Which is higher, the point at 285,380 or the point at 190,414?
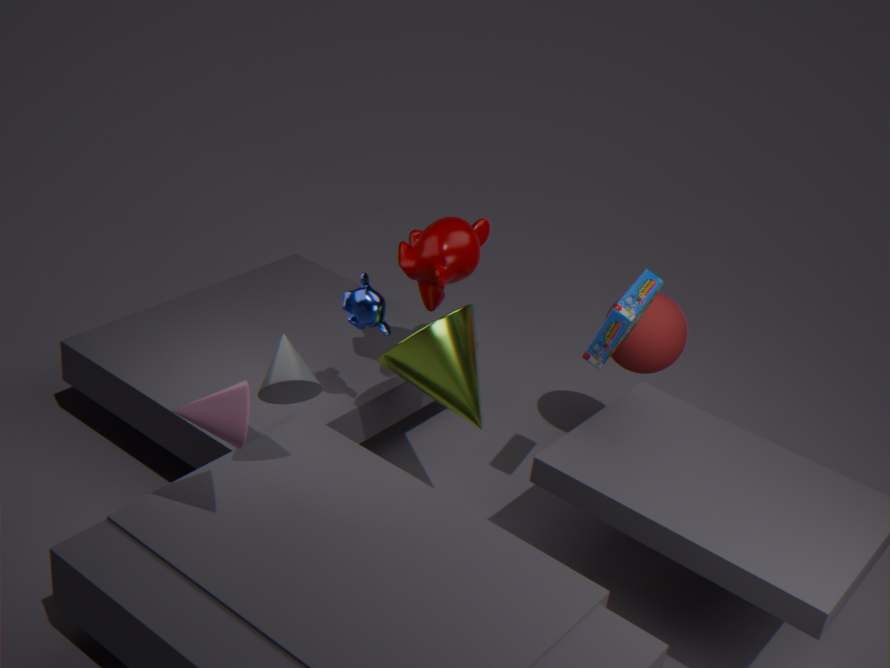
the point at 190,414
